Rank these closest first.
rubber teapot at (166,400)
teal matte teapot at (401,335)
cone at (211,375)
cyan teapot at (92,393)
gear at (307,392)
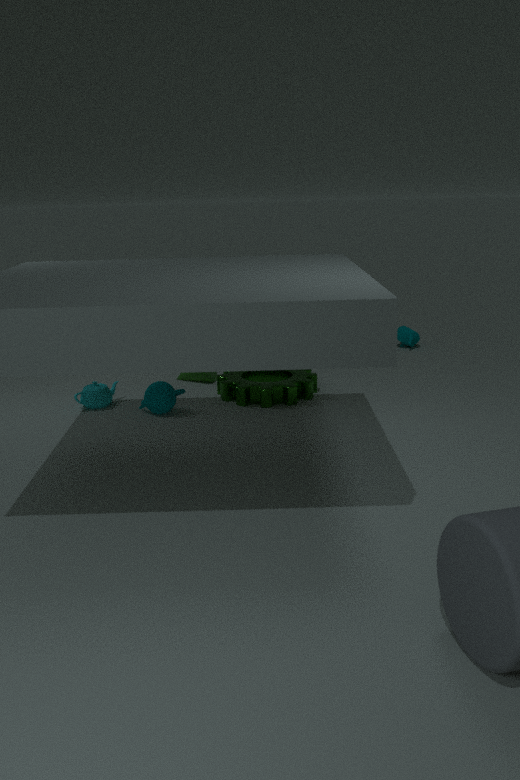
1. rubber teapot at (166,400)
2. gear at (307,392)
3. cyan teapot at (92,393)
4. cone at (211,375)
5. teal matte teapot at (401,335)
